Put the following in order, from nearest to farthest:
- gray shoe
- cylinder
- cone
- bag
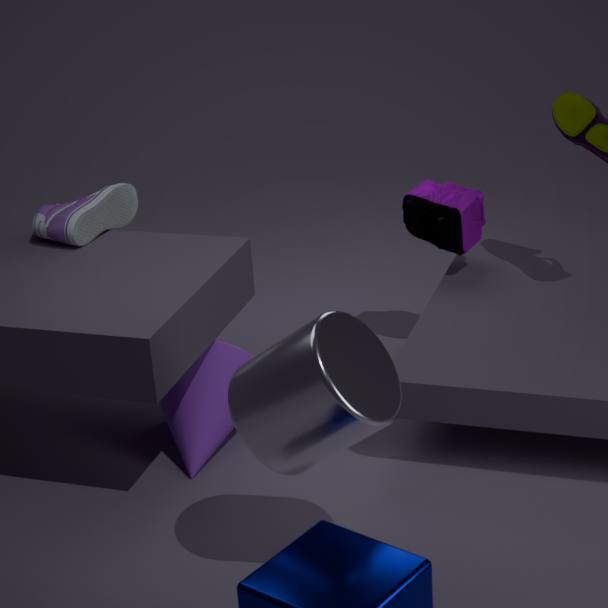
cylinder < cone < gray shoe < bag
